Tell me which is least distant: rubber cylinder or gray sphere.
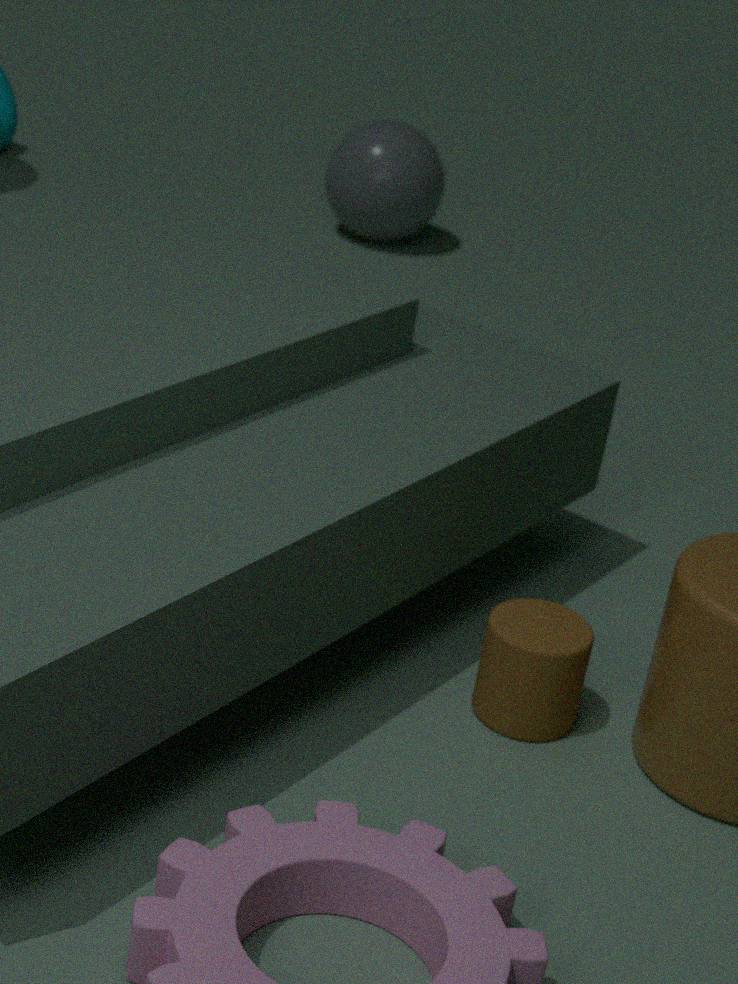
rubber cylinder
